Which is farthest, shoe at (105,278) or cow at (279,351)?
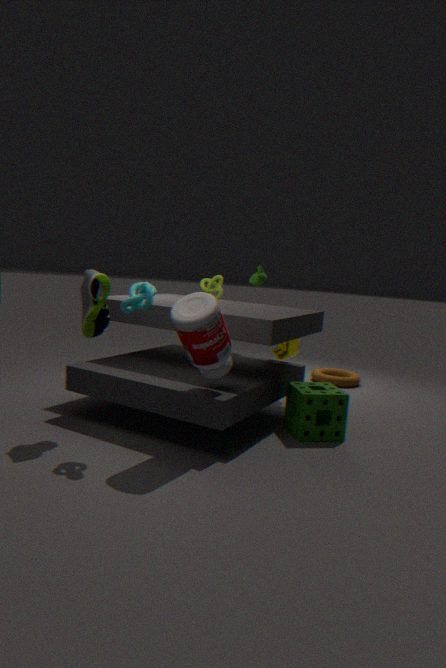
cow at (279,351)
